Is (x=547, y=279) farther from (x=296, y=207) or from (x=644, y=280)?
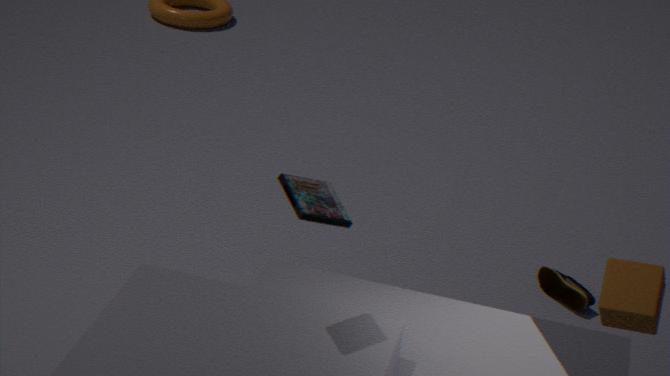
(x=296, y=207)
